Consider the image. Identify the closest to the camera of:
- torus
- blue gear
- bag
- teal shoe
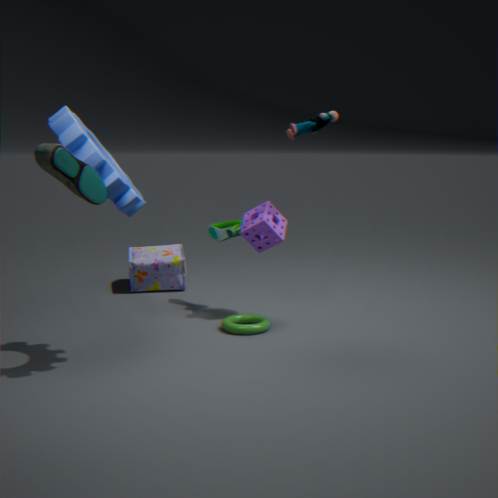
teal shoe
